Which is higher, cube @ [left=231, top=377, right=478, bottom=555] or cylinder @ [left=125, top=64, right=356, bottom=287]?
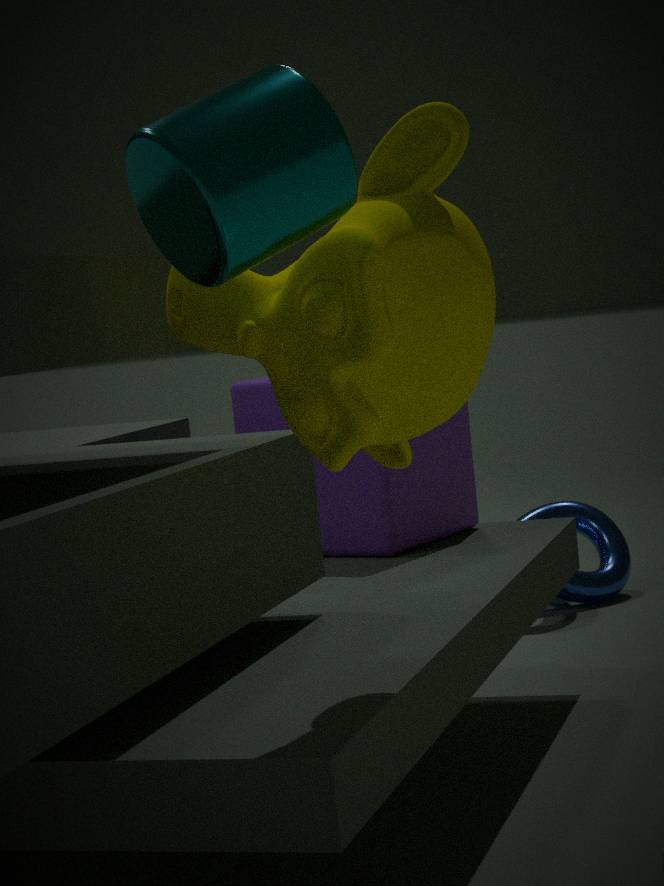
cylinder @ [left=125, top=64, right=356, bottom=287]
